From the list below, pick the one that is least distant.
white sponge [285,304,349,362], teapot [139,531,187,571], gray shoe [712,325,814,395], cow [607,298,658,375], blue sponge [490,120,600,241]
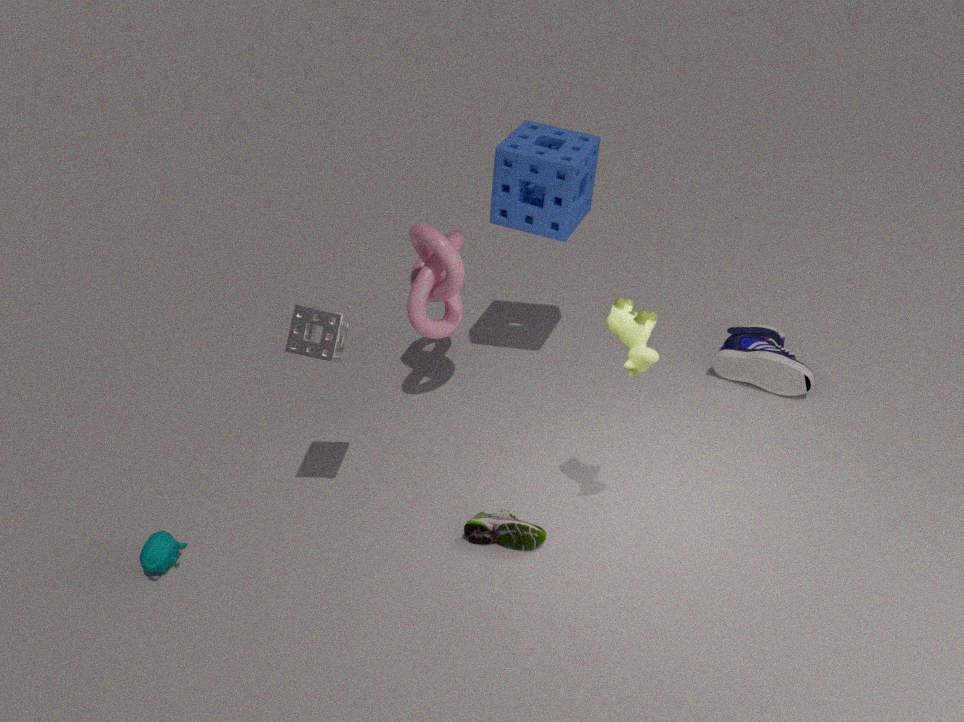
cow [607,298,658,375]
